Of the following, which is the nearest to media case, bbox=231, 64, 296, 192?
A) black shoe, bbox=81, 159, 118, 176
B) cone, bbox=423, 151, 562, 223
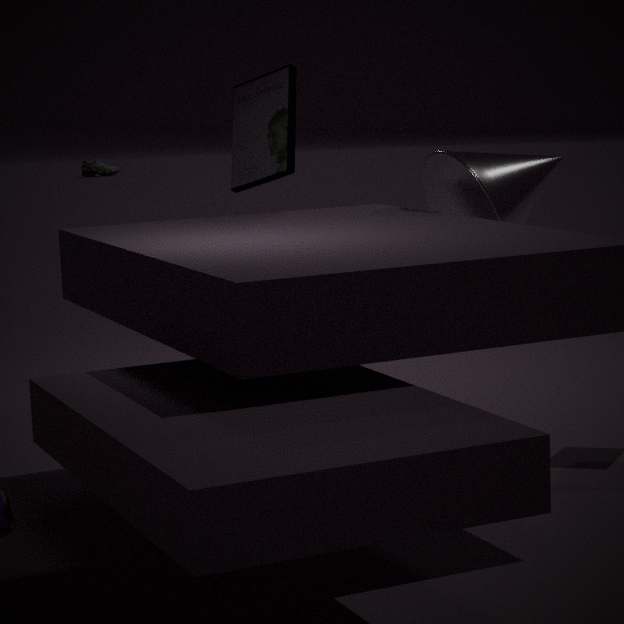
cone, bbox=423, 151, 562, 223
